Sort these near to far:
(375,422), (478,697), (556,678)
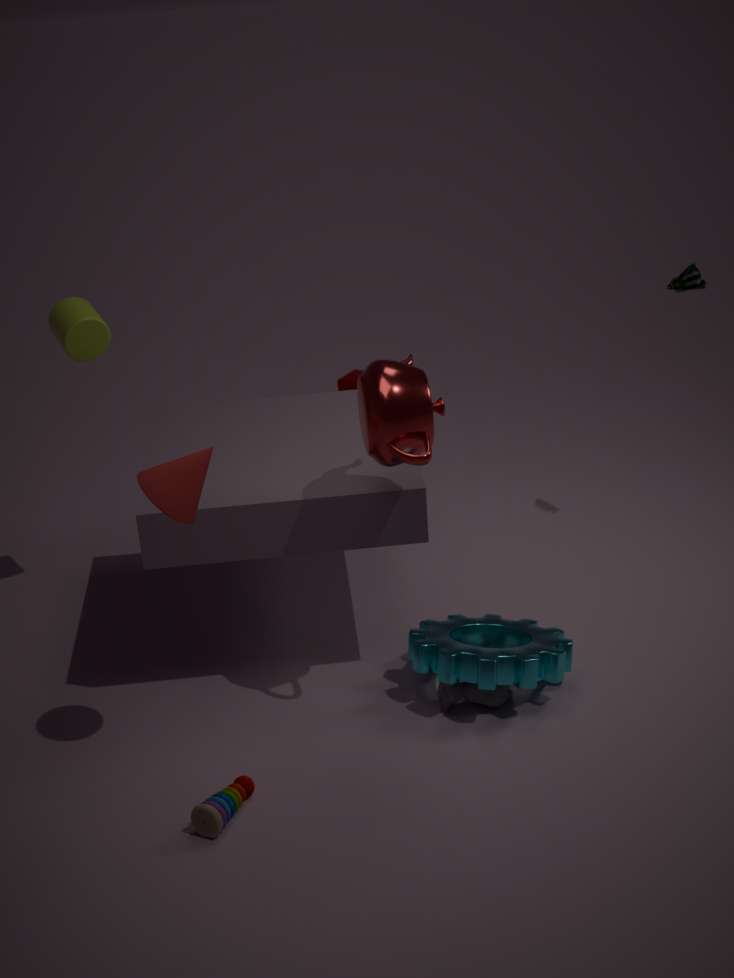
(375,422)
(556,678)
(478,697)
